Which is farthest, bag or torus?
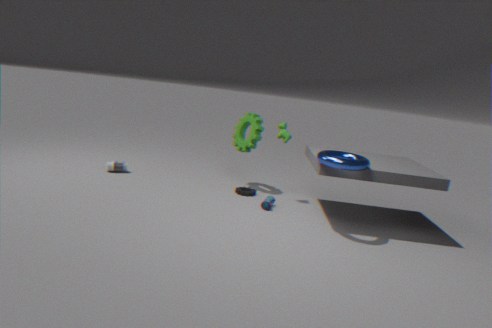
bag
